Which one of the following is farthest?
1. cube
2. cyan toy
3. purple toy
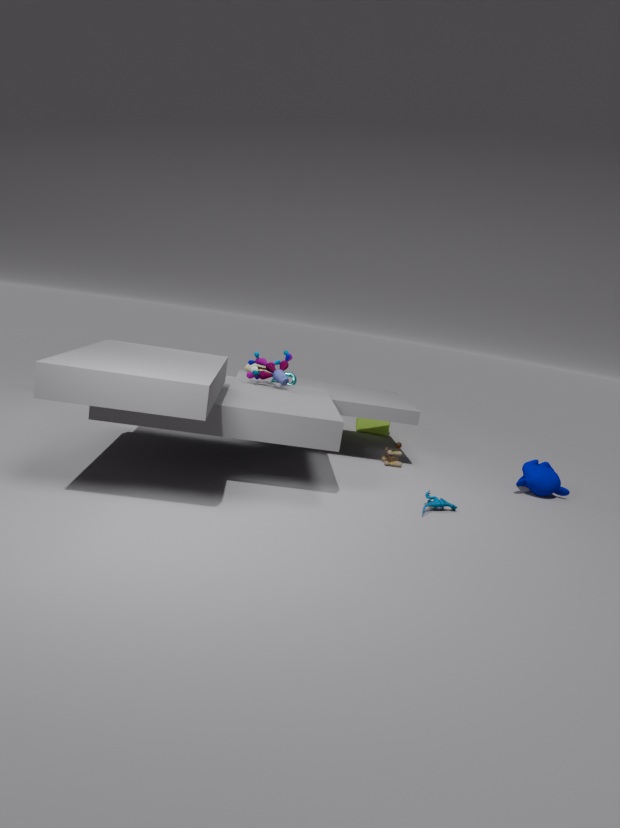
cube
